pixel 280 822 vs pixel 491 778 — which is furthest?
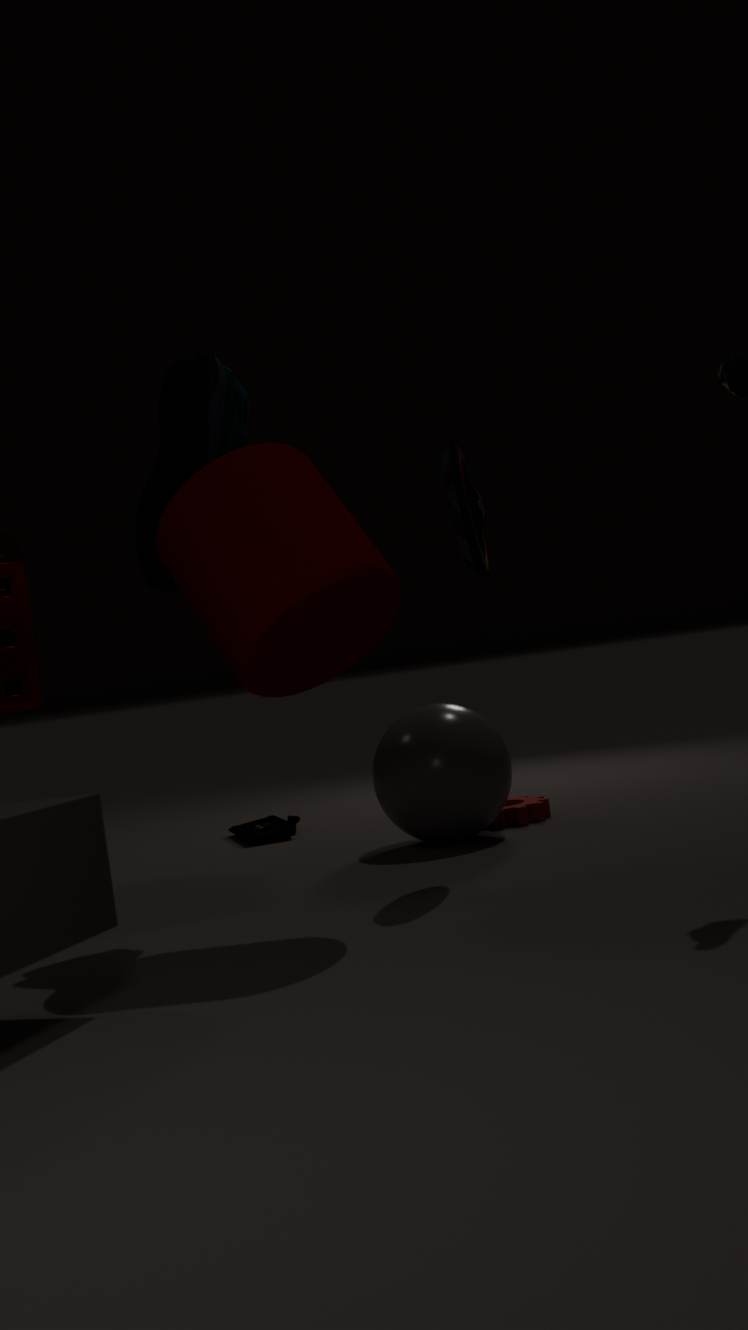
pixel 280 822
